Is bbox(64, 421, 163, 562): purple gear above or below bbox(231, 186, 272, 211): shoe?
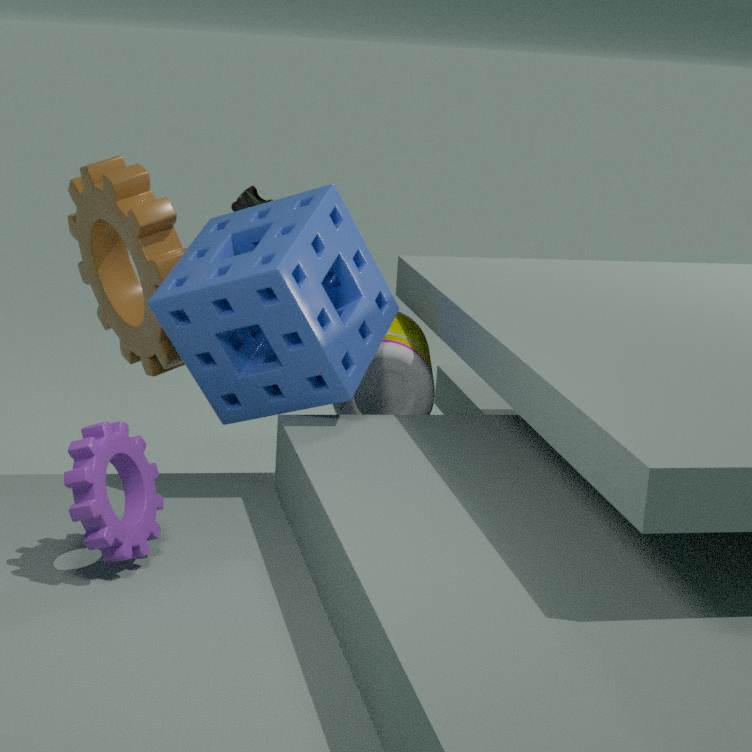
below
